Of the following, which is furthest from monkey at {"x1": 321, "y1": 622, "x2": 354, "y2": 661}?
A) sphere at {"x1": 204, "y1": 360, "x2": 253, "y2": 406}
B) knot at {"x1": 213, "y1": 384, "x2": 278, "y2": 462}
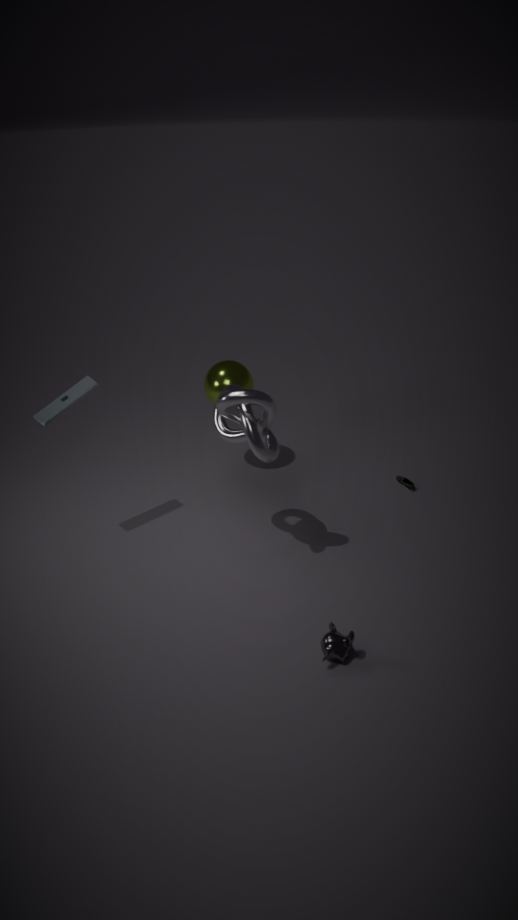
sphere at {"x1": 204, "y1": 360, "x2": 253, "y2": 406}
